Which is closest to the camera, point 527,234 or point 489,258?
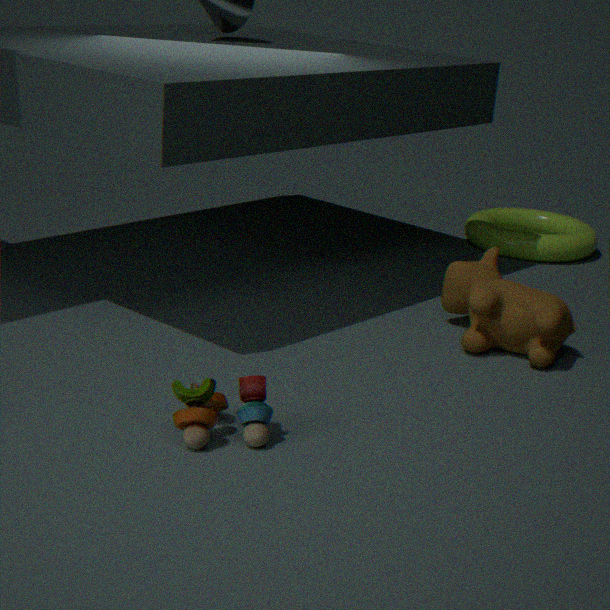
point 489,258
